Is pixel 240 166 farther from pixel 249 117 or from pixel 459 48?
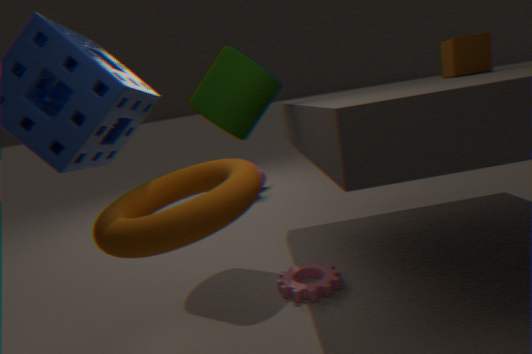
pixel 459 48
